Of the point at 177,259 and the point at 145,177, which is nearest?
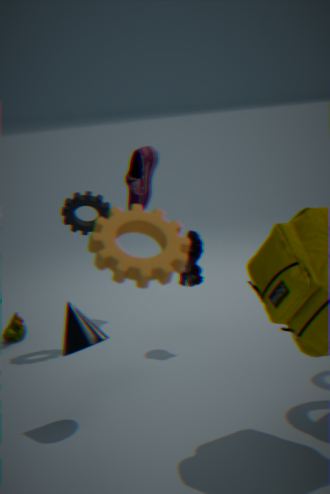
the point at 177,259
